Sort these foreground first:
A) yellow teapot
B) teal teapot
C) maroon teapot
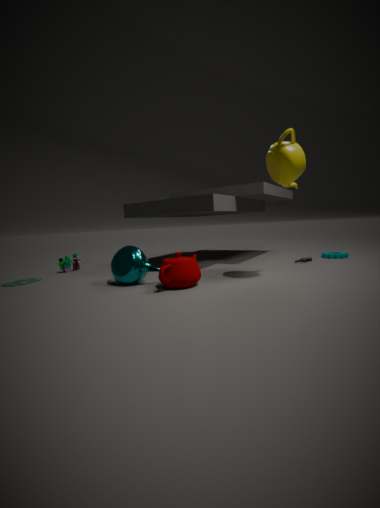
yellow teapot
maroon teapot
teal teapot
